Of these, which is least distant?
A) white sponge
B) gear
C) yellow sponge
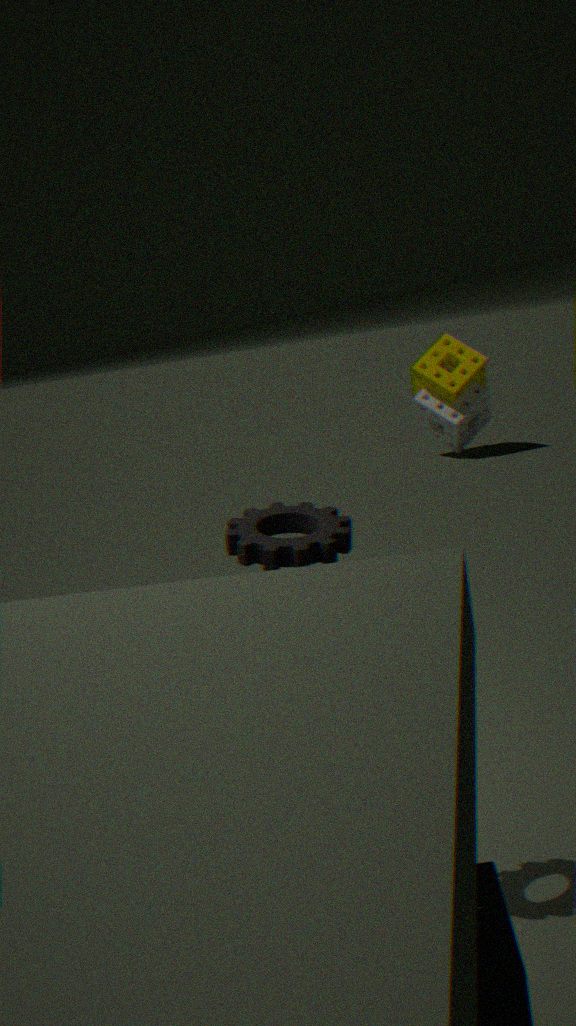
gear
